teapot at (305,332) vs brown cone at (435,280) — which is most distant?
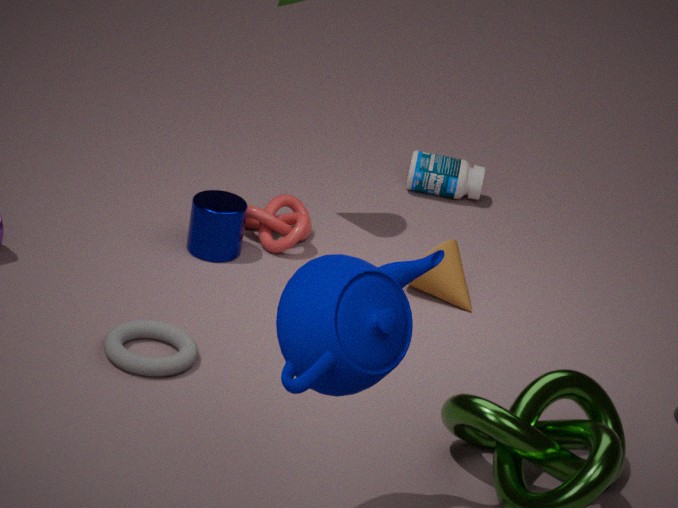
brown cone at (435,280)
